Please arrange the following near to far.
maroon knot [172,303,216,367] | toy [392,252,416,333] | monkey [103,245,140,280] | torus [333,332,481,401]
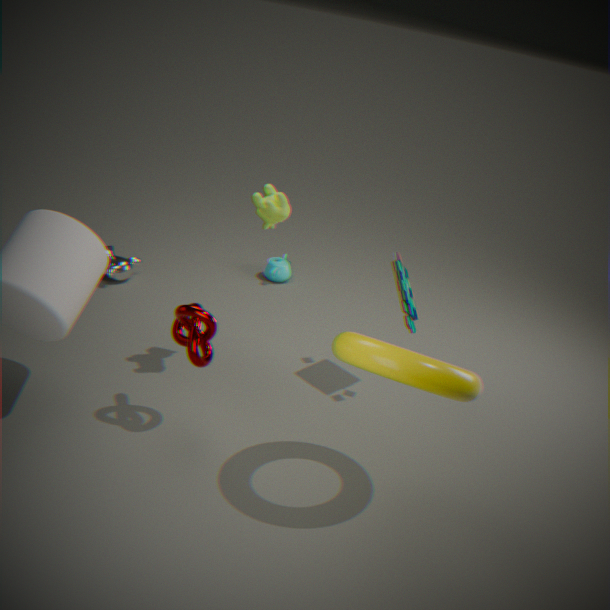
1. torus [333,332,481,401]
2. maroon knot [172,303,216,367]
3. toy [392,252,416,333]
4. monkey [103,245,140,280]
